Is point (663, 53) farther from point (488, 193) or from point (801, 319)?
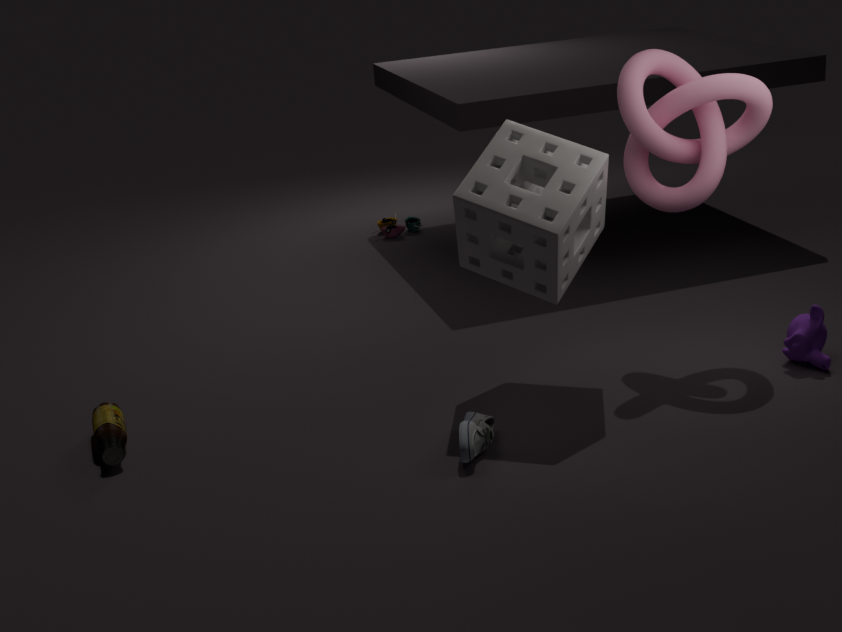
point (801, 319)
